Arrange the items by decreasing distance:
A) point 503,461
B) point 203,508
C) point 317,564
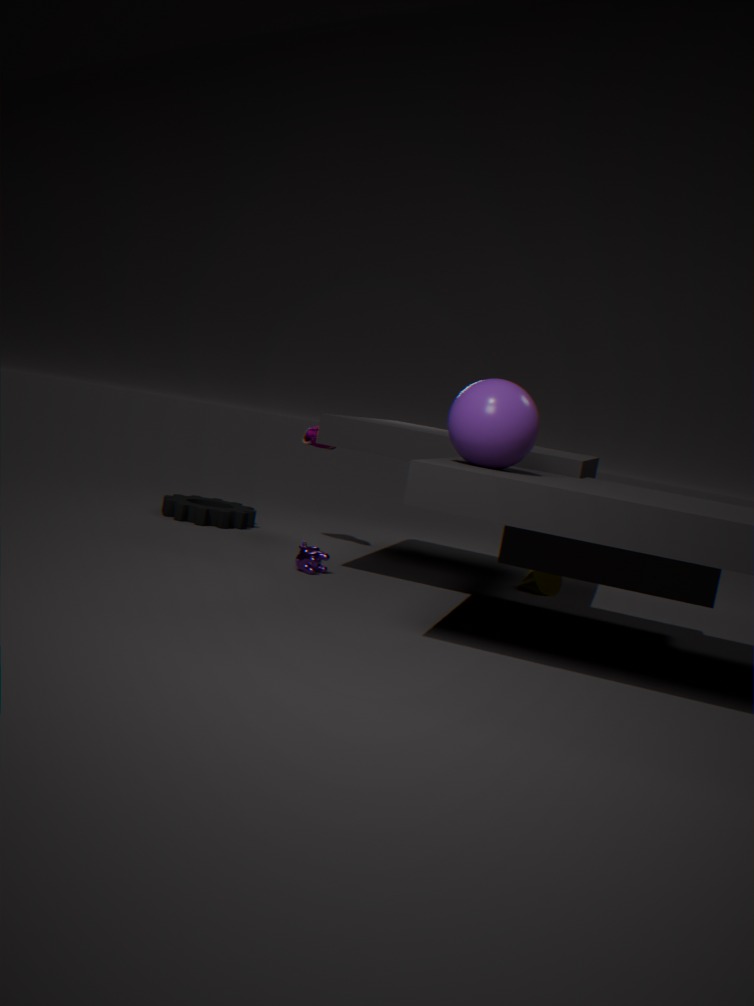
point 203,508, point 317,564, point 503,461
